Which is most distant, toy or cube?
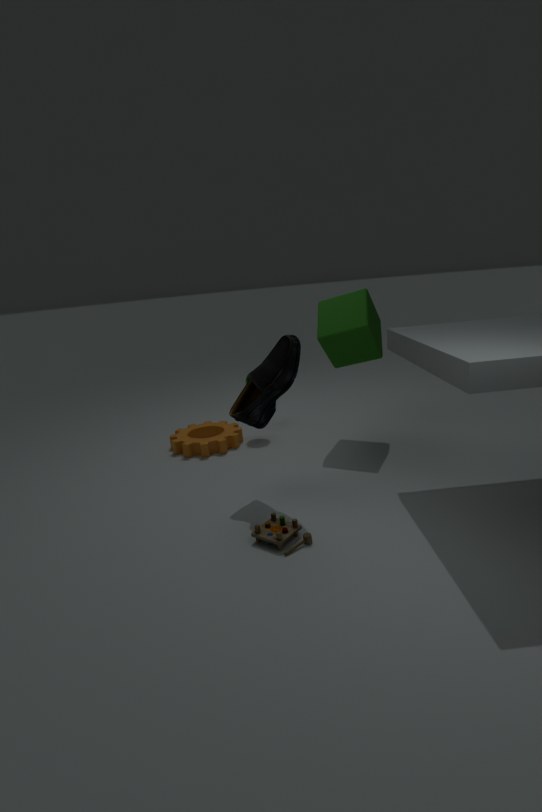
cube
